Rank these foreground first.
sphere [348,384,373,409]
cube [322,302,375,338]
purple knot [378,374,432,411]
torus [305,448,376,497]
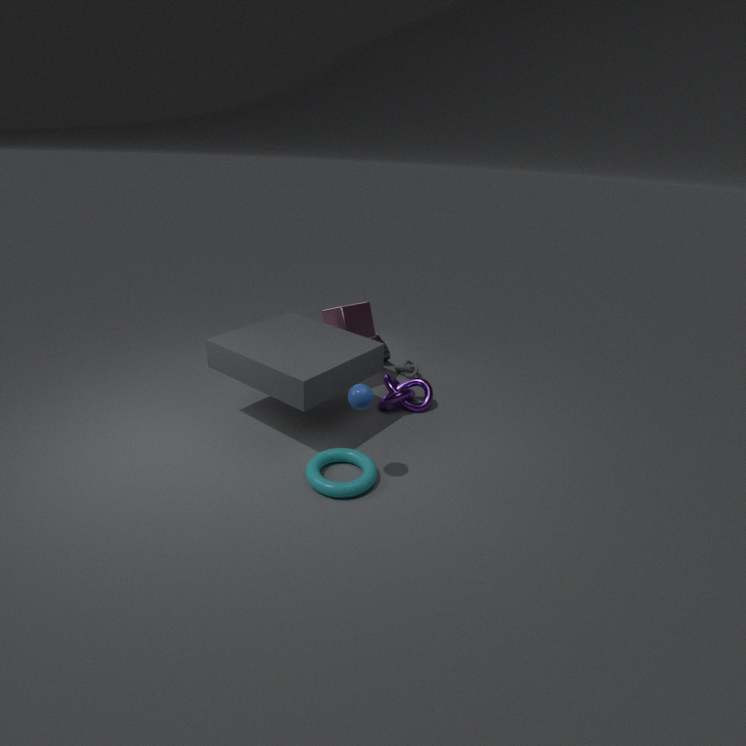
1. sphere [348,384,373,409]
2. torus [305,448,376,497]
3. purple knot [378,374,432,411]
4. cube [322,302,375,338]
